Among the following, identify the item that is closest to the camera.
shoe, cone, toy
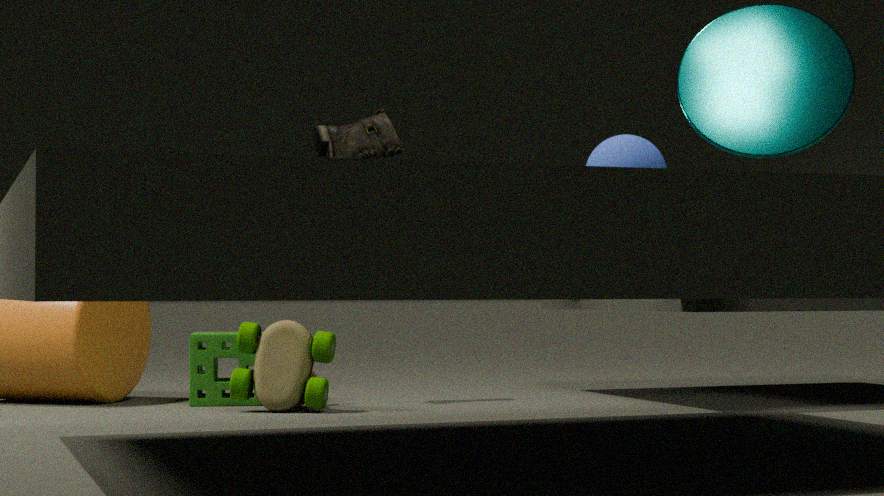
toy
